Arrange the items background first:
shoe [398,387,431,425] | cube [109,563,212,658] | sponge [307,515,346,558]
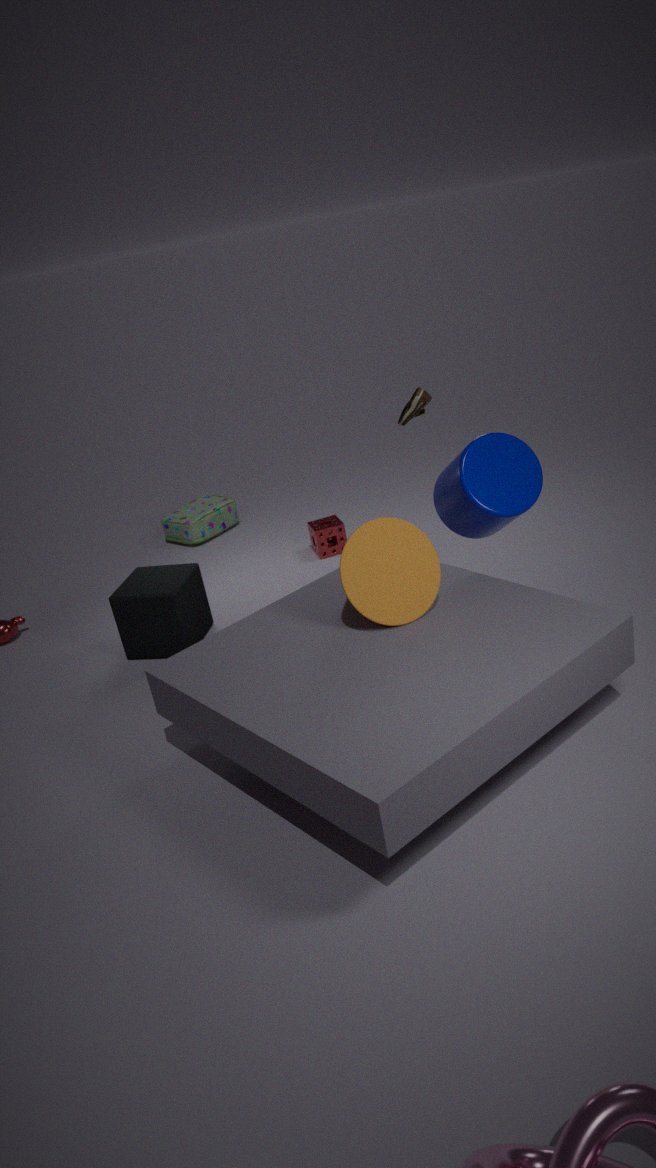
sponge [307,515,346,558]
cube [109,563,212,658]
shoe [398,387,431,425]
